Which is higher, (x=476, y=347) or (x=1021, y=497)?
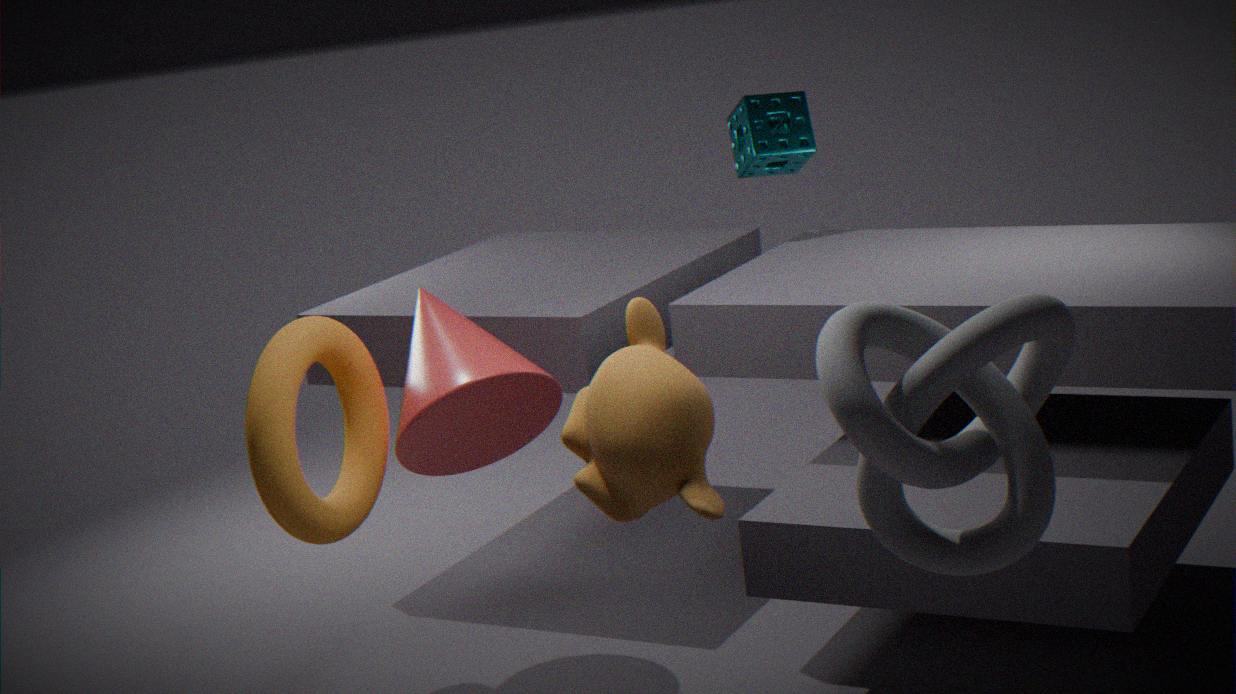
(x=1021, y=497)
